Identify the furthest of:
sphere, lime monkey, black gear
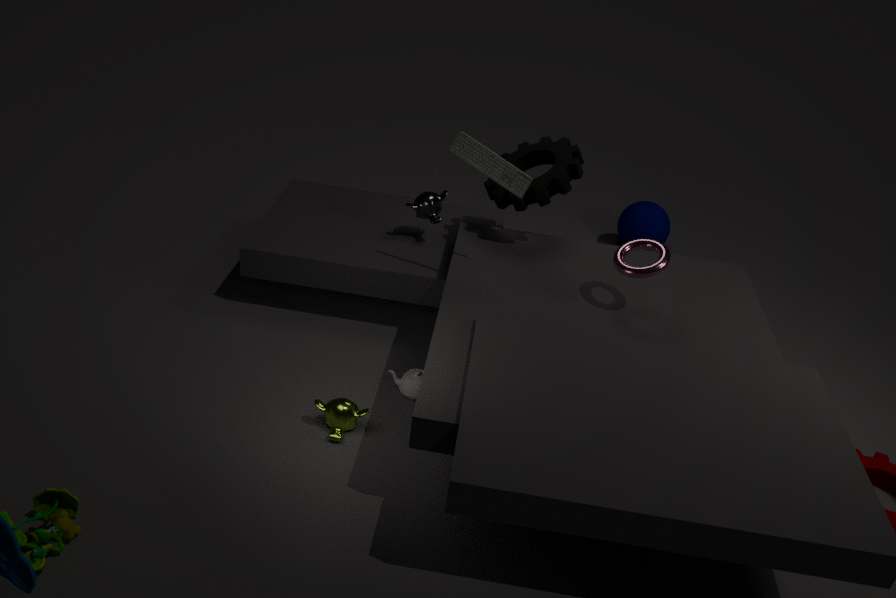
sphere
